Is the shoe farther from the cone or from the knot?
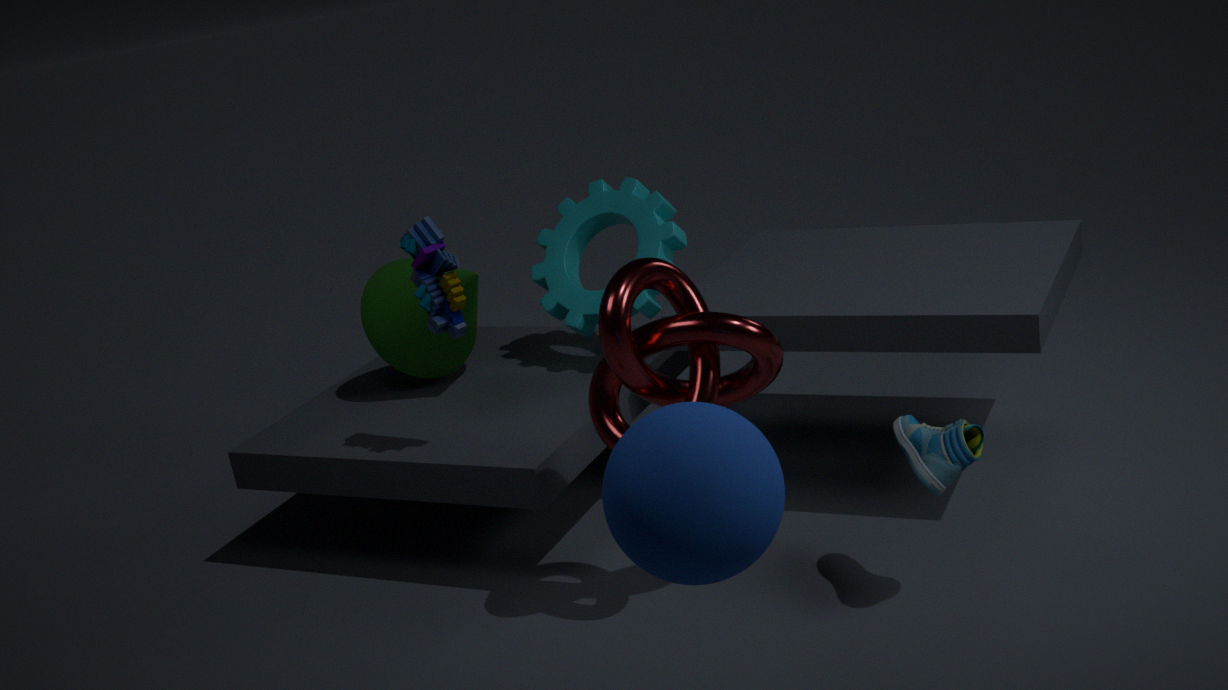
the cone
